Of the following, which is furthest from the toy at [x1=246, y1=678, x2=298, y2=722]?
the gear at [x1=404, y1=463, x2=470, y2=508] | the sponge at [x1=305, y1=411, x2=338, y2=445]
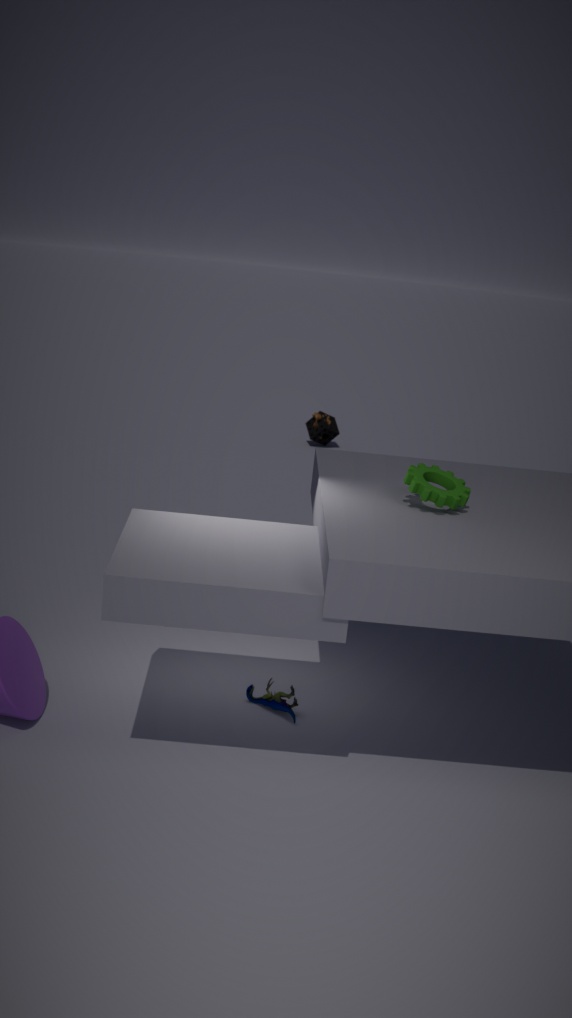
the sponge at [x1=305, y1=411, x2=338, y2=445]
